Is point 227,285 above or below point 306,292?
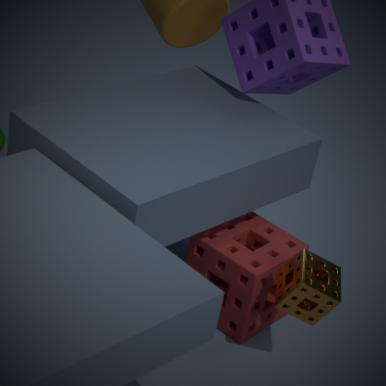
below
